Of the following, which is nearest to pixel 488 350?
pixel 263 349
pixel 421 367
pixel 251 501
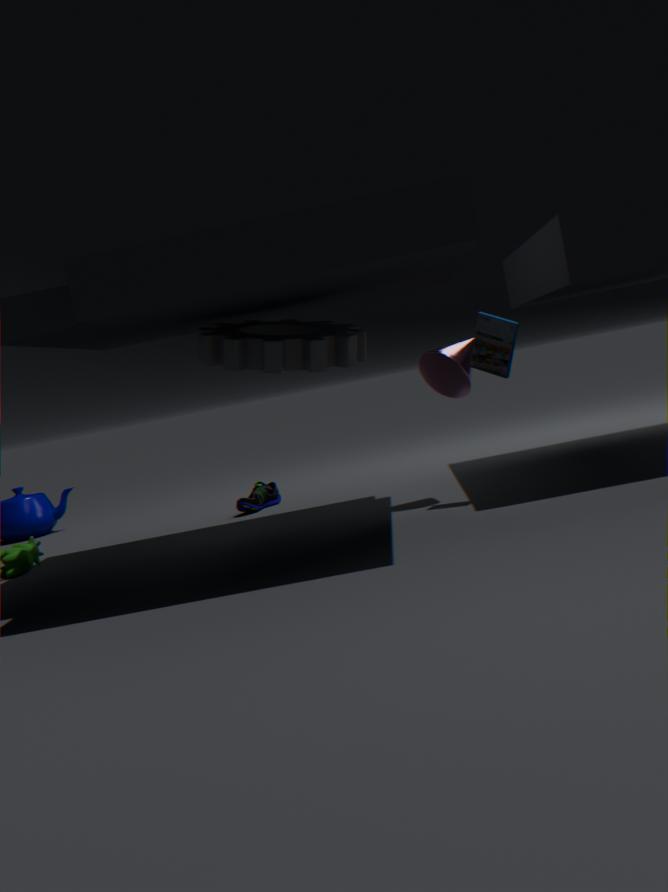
pixel 421 367
